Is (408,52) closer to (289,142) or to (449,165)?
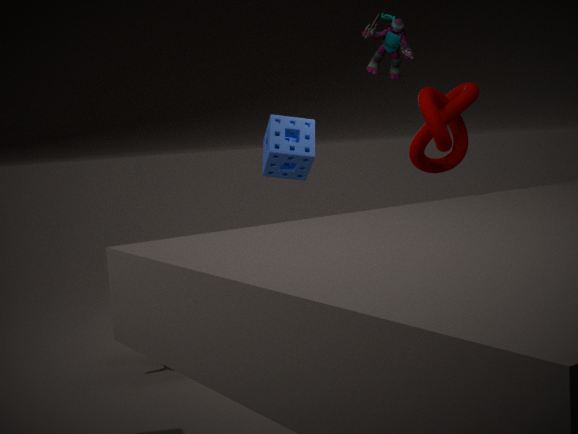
(449,165)
